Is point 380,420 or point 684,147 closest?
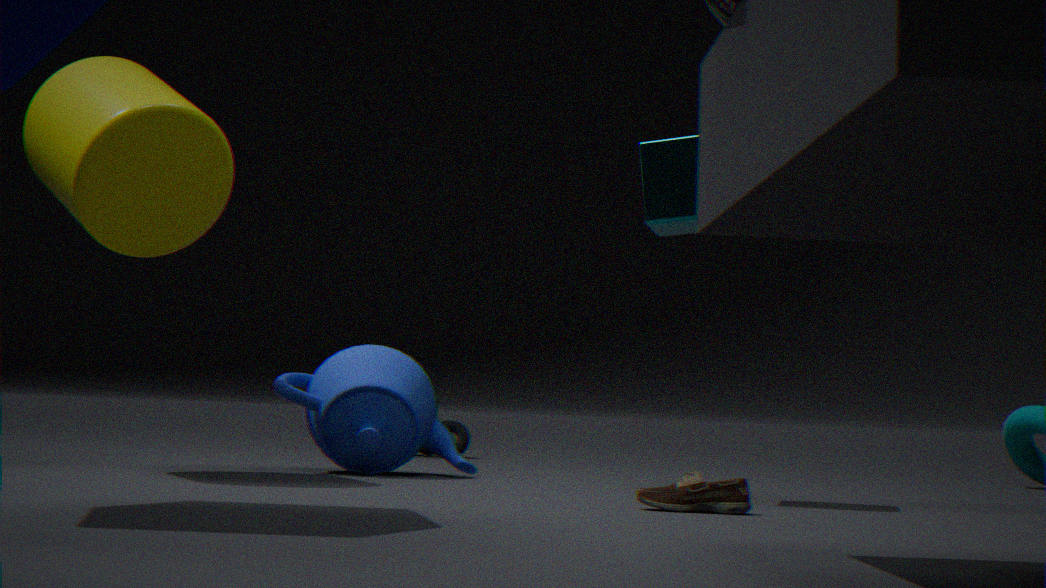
point 684,147
